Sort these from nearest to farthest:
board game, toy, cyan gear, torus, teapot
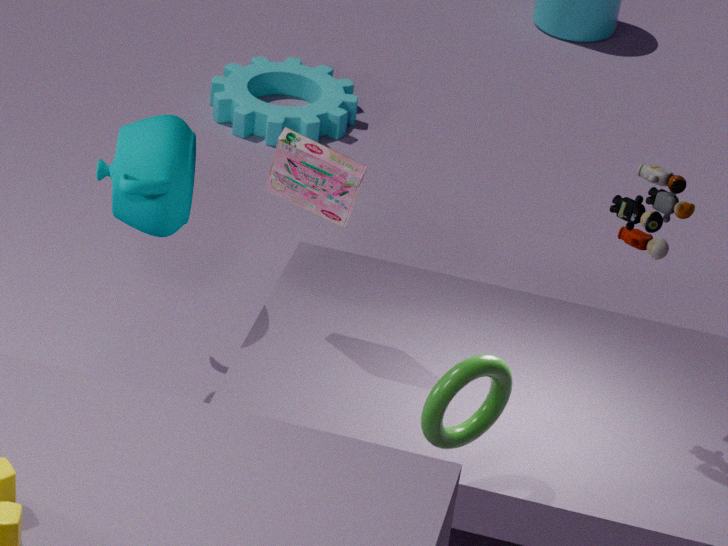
torus < toy < board game < teapot < cyan gear
